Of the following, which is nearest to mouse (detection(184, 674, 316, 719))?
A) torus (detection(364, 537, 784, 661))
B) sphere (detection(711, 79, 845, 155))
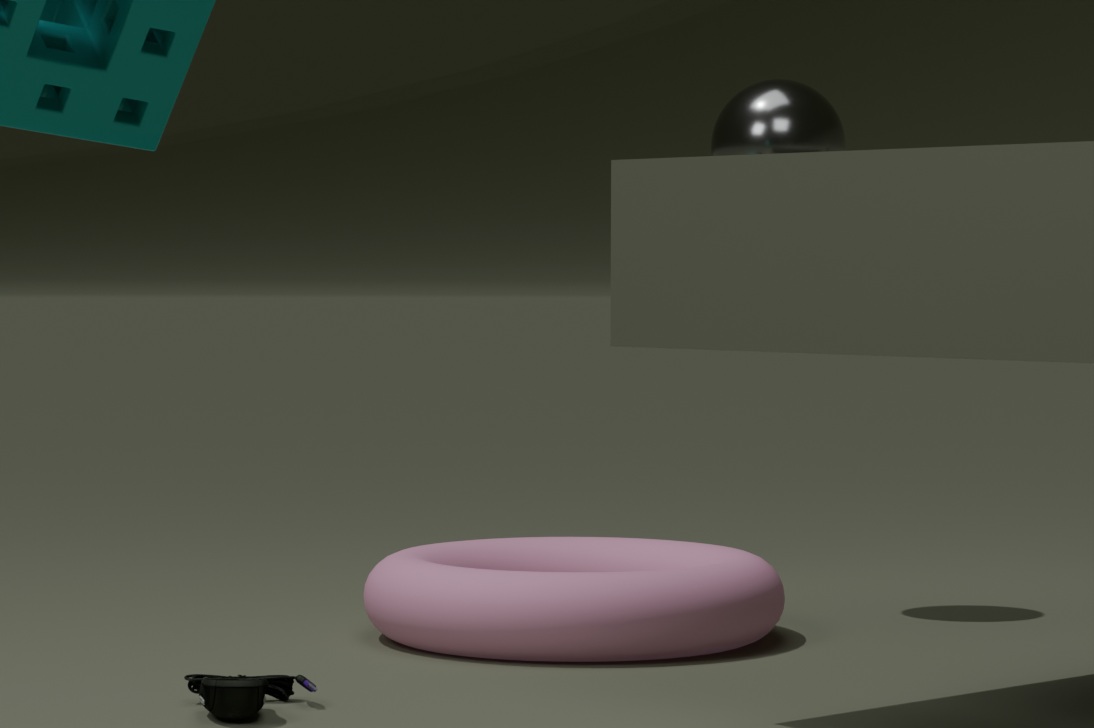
torus (detection(364, 537, 784, 661))
